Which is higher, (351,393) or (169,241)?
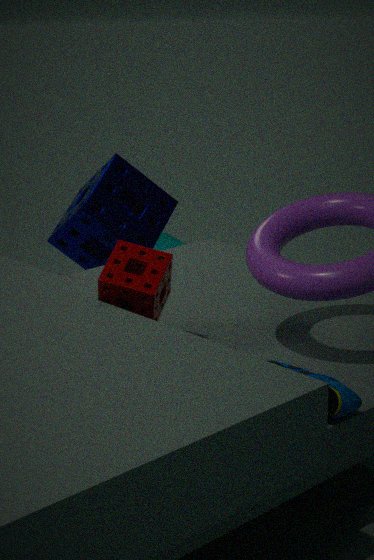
(351,393)
